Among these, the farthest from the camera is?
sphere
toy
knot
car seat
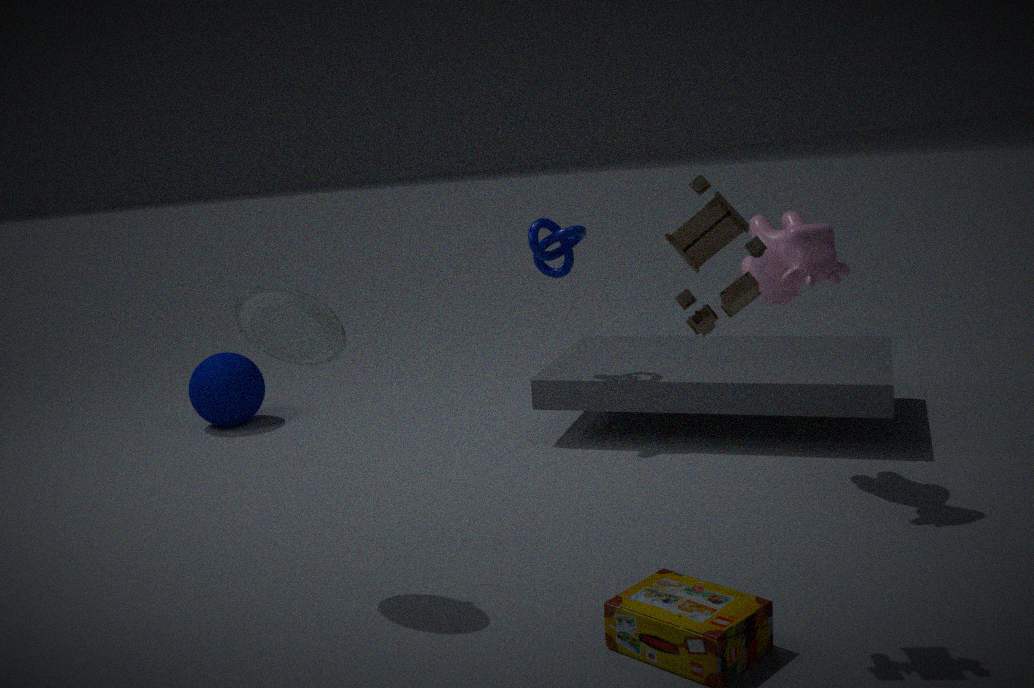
sphere
